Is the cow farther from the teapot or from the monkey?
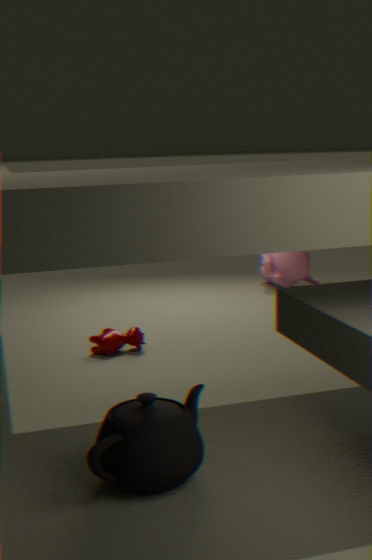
the monkey
